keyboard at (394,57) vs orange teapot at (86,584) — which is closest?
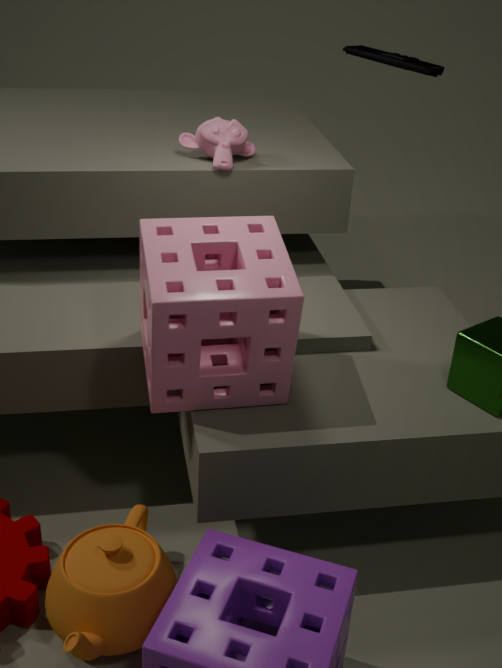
orange teapot at (86,584)
